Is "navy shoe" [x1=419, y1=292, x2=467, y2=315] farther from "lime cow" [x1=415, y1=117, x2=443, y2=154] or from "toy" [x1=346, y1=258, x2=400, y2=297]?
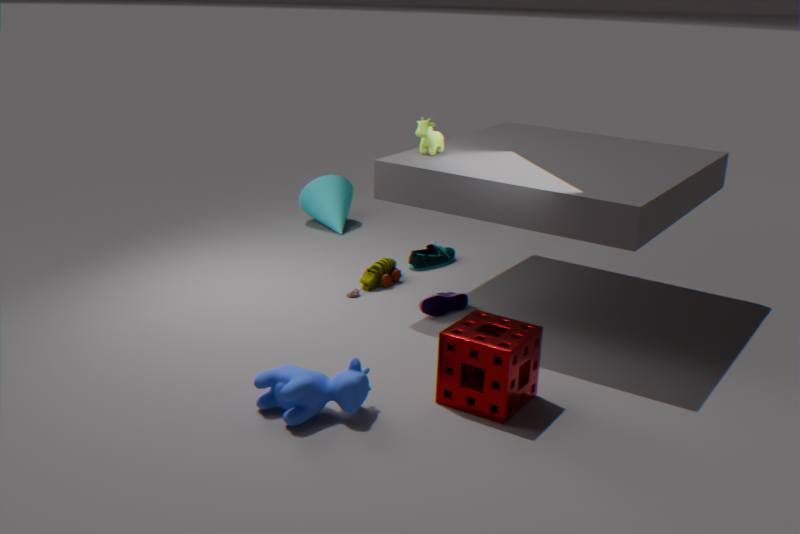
"lime cow" [x1=415, y1=117, x2=443, y2=154]
